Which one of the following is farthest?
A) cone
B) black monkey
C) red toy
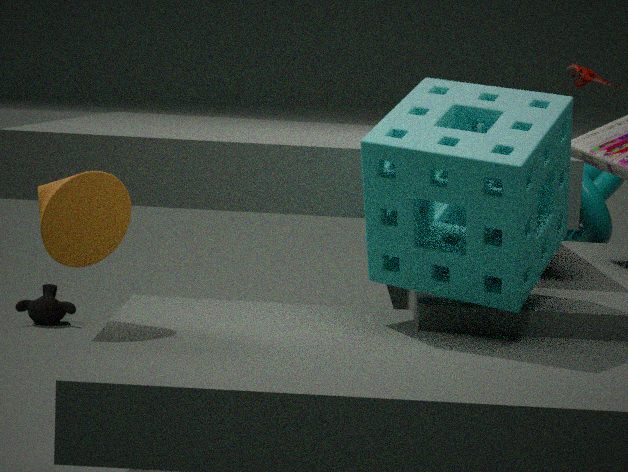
black monkey
